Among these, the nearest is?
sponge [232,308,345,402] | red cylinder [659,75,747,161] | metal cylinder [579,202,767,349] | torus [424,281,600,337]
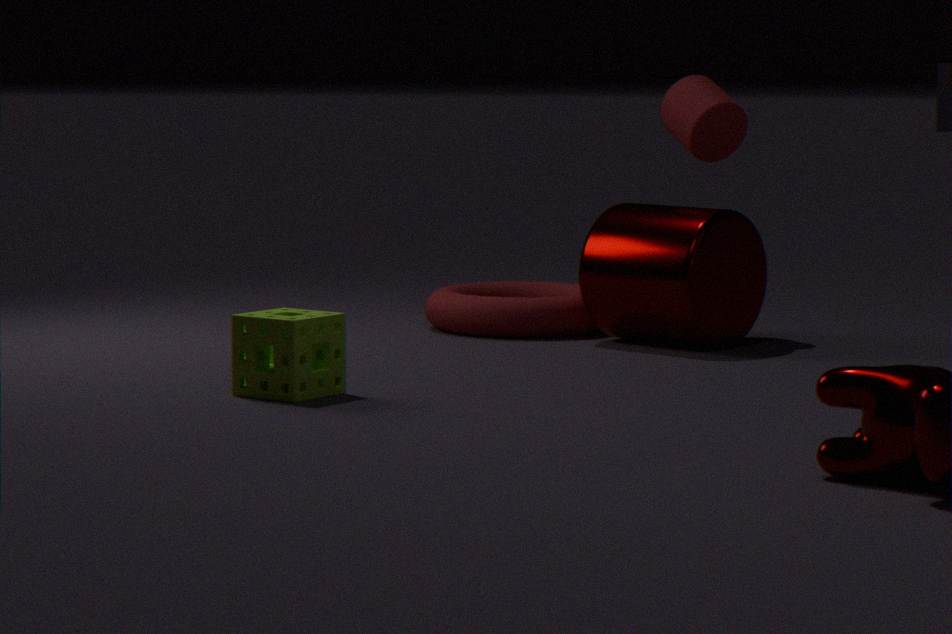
sponge [232,308,345,402]
